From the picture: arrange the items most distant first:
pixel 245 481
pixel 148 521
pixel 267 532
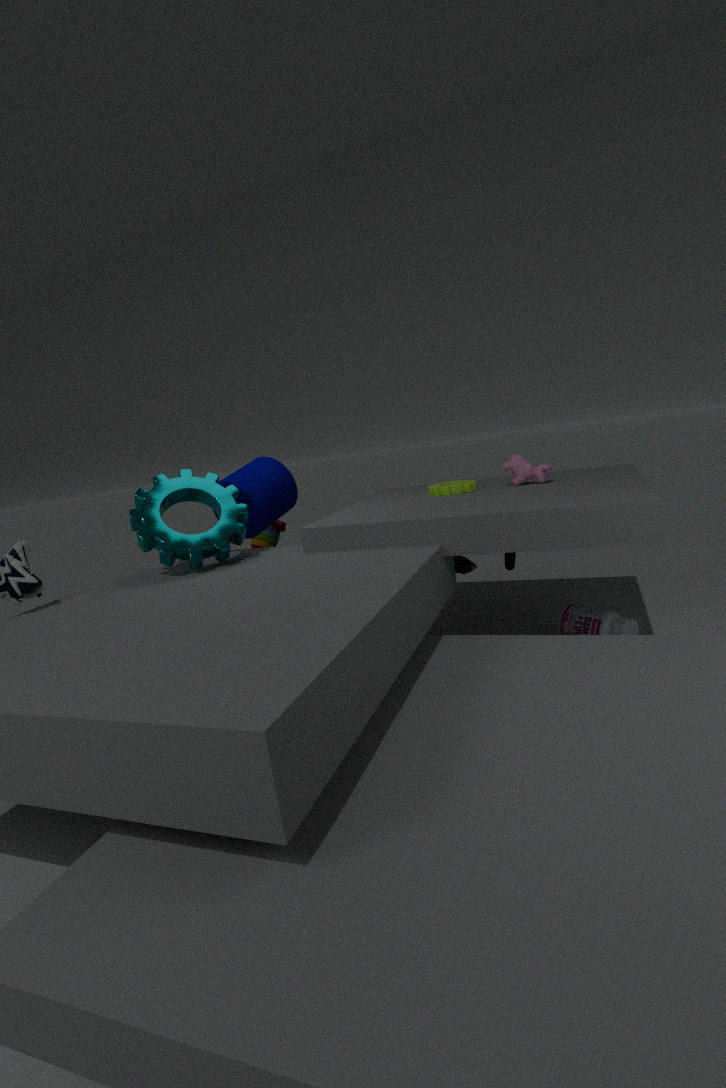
pixel 267 532, pixel 245 481, pixel 148 521
